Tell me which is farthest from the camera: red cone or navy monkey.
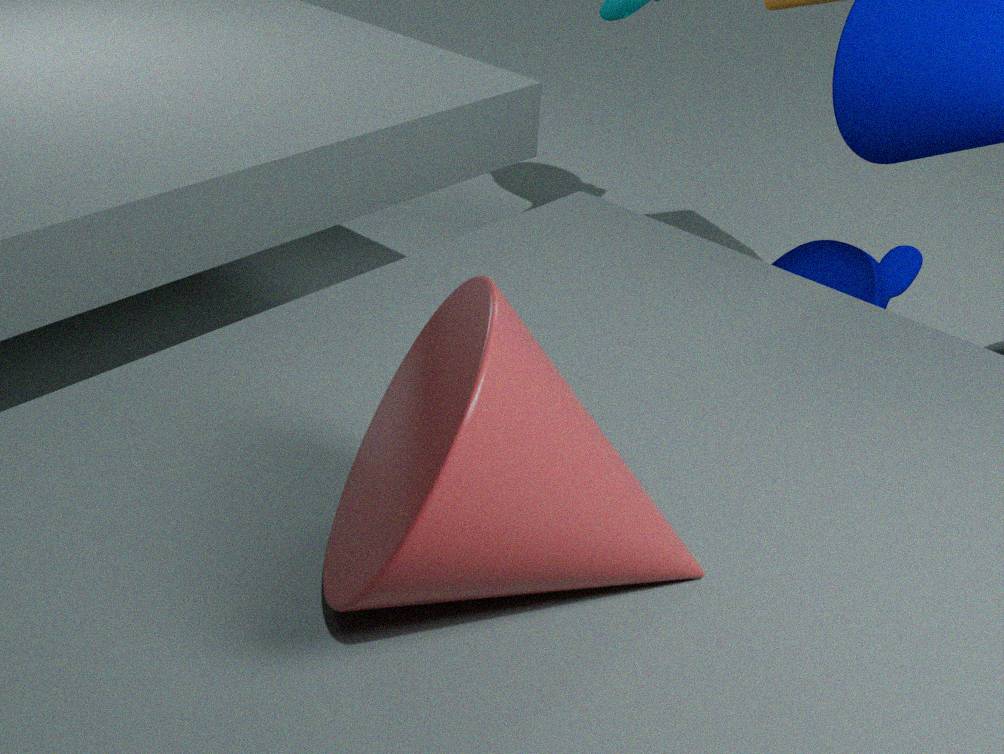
navy monkey
